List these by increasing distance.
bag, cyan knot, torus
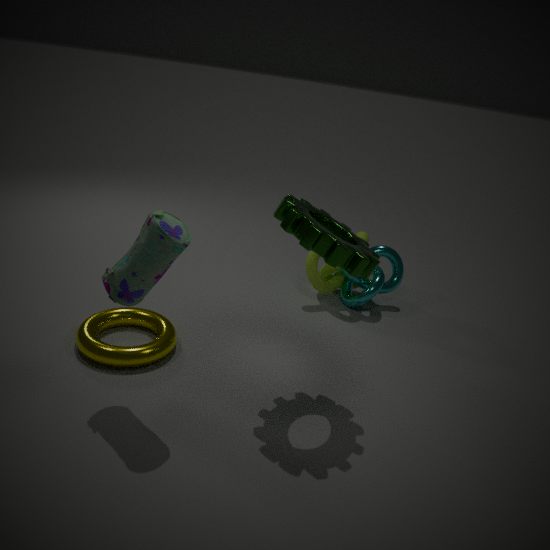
bag, torus, cyan knot
